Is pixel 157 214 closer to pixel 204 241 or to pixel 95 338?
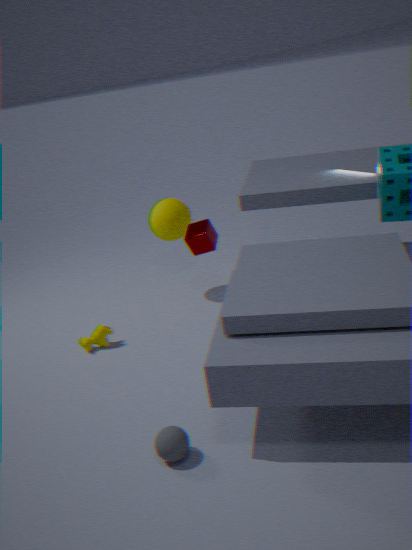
pixel 204 241
